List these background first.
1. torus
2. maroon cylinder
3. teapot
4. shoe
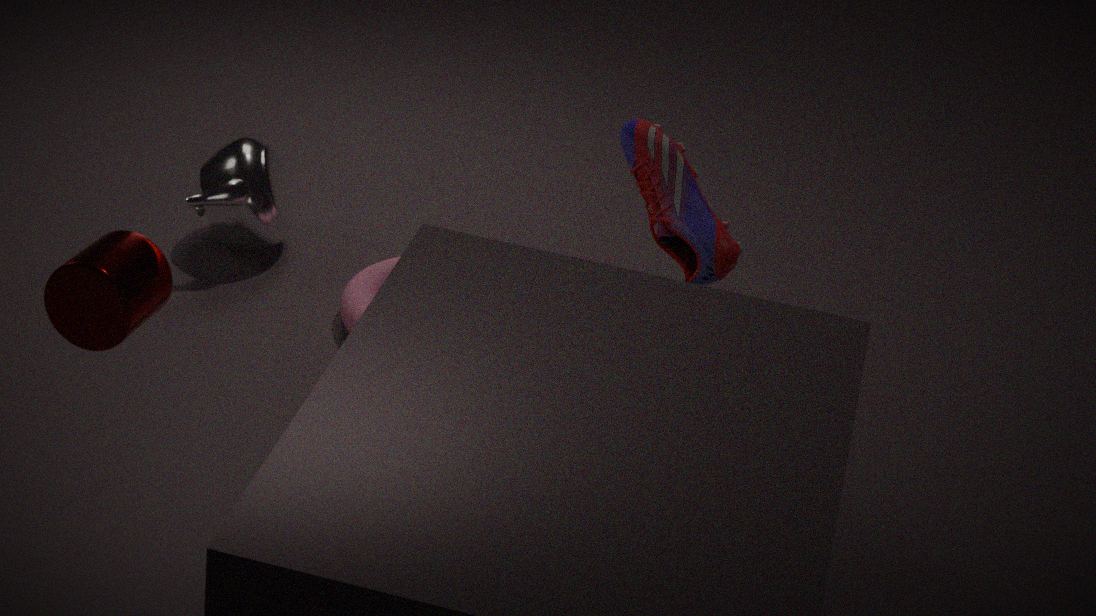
1. teapot
2. torus
3. shoe
4. maroon cylinder
